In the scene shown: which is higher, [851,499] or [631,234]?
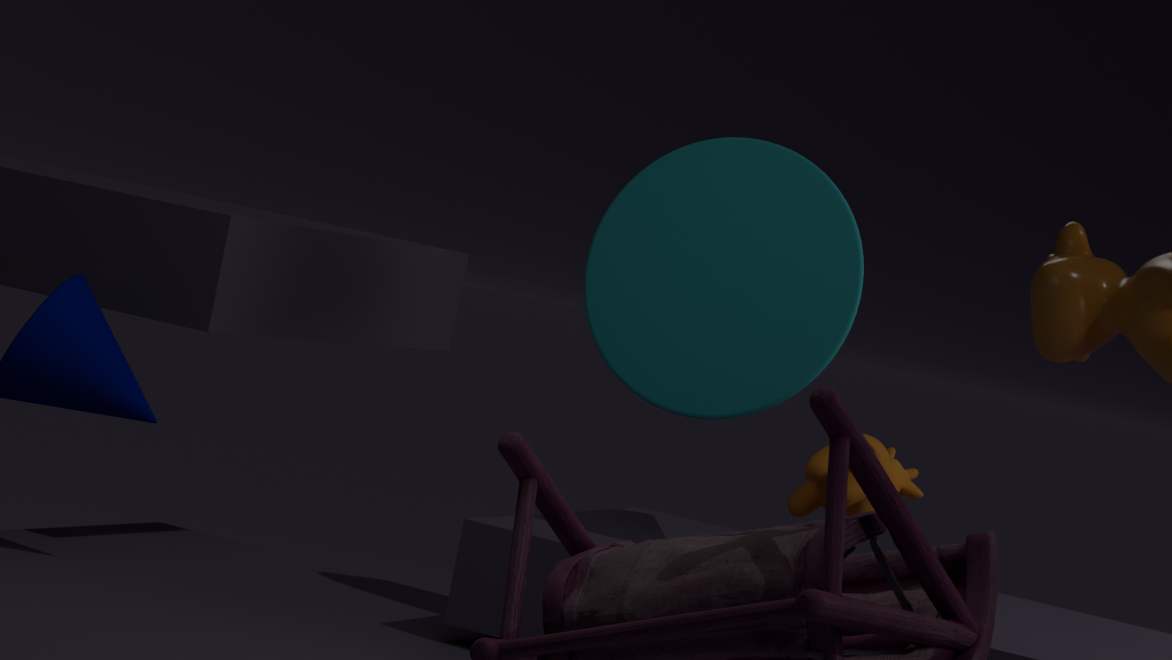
[631,234]
